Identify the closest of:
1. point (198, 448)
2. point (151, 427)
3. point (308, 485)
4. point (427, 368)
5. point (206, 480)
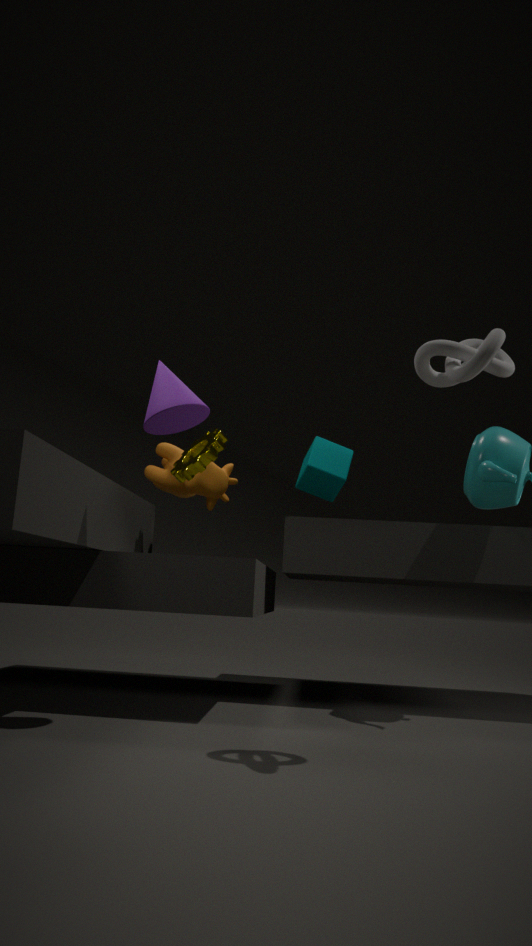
point (427, 368)
